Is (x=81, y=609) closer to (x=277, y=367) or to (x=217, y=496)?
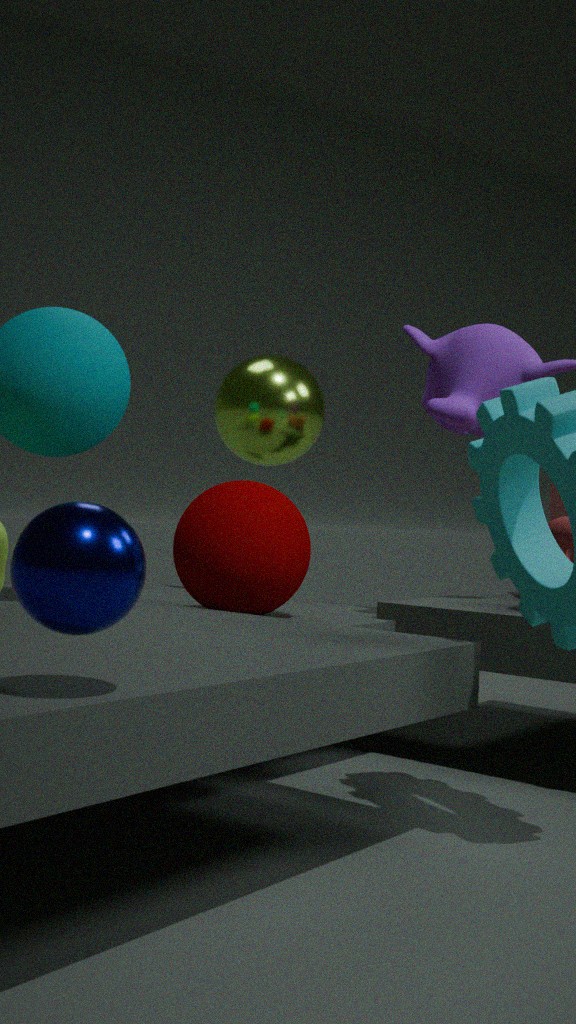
(x=217, y=496)
